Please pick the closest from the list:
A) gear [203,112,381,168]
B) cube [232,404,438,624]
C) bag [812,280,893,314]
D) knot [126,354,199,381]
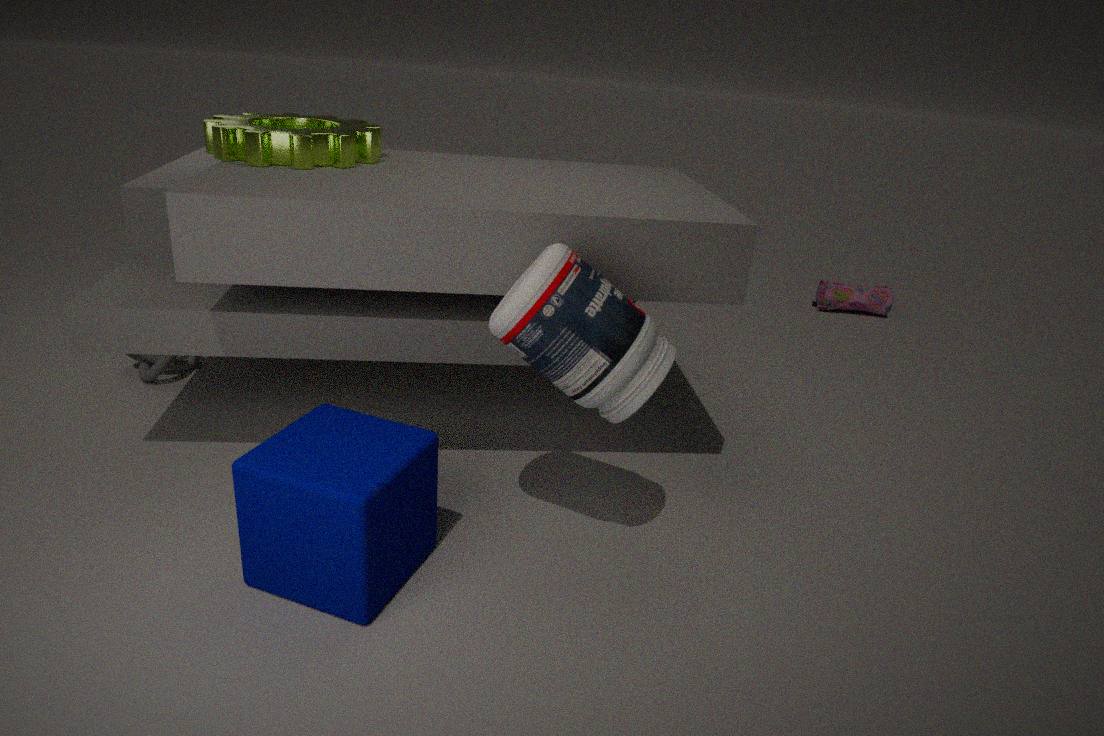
cube [232,404,438,624]
